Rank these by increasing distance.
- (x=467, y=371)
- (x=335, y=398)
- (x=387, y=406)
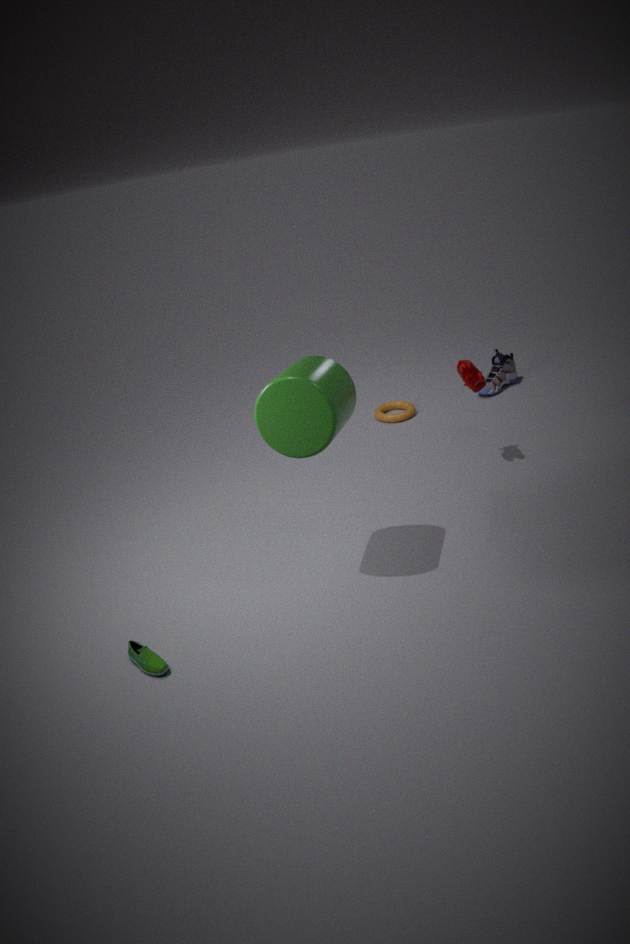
(x=335, y=398) < (x=467, y=371) < (x=387, y=406)
